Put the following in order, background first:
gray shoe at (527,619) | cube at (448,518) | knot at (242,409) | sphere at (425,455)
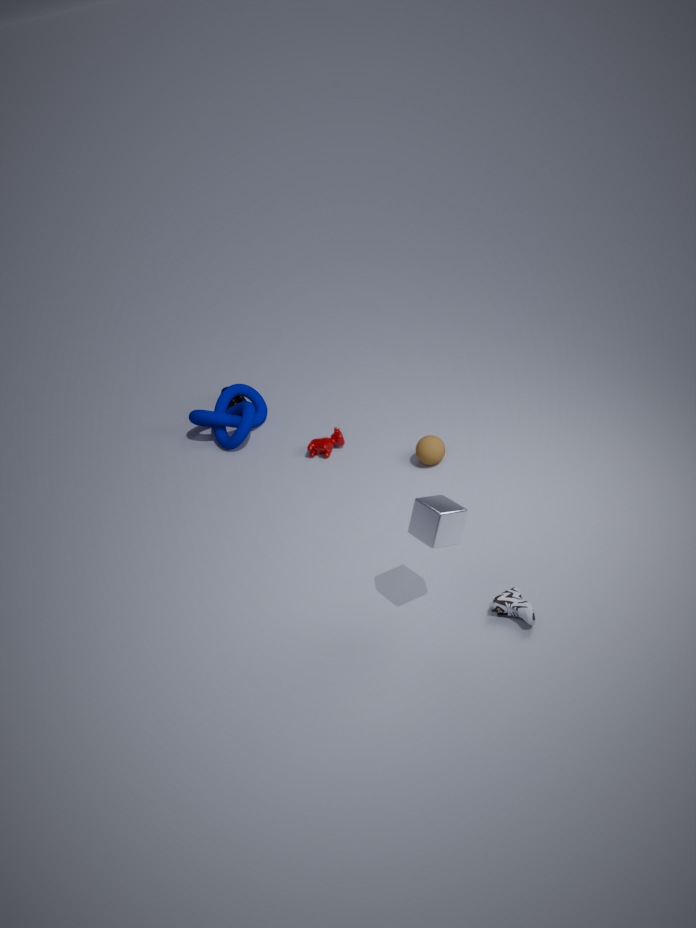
knot at (242,409) → sphere at (425,455) → gray shoe at (527,619) → cube at (448,518)
